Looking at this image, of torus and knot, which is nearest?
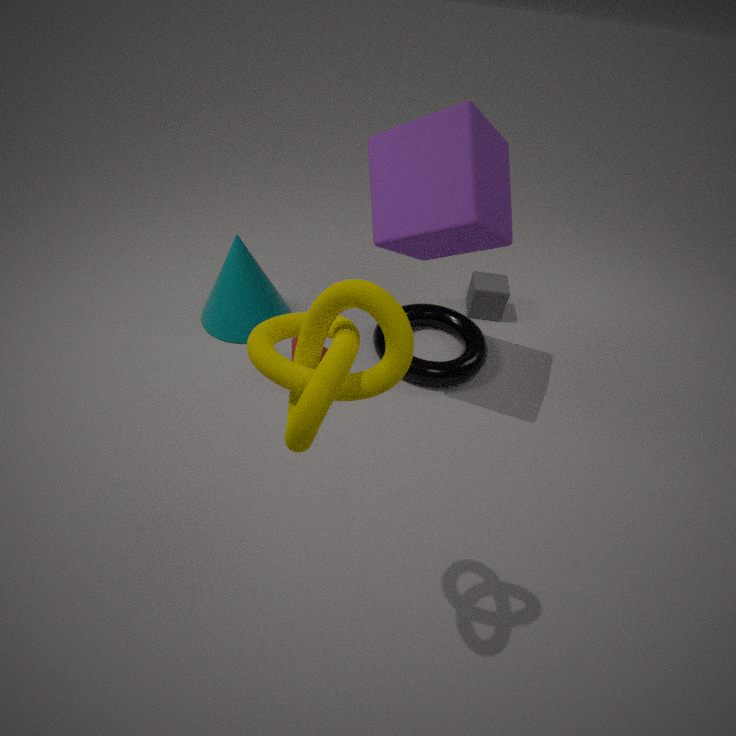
knot
